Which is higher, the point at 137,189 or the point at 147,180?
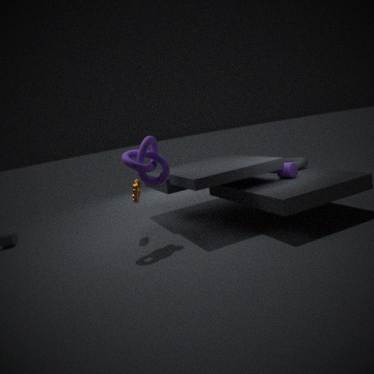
the point at 147,180
